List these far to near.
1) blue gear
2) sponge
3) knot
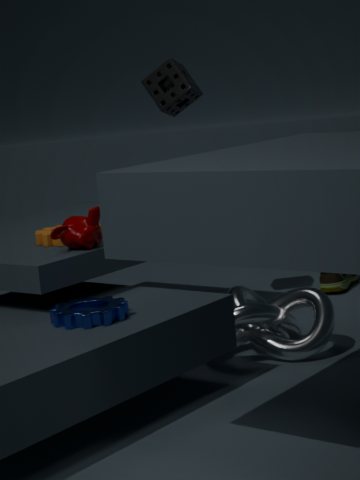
2. sponge, 3. knot, 1. blue gear
